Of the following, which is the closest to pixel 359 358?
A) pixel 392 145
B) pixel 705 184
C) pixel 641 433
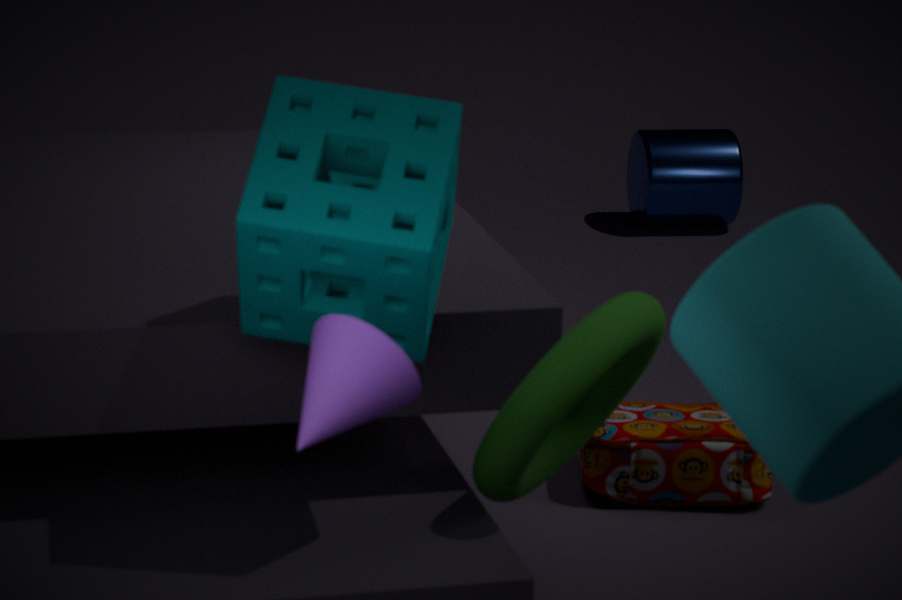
pixel 392 145
